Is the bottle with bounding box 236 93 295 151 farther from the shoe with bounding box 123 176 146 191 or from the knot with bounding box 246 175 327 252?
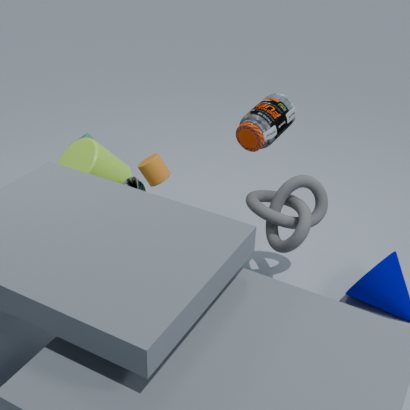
the shoe with bounding box 123 176 146 191
